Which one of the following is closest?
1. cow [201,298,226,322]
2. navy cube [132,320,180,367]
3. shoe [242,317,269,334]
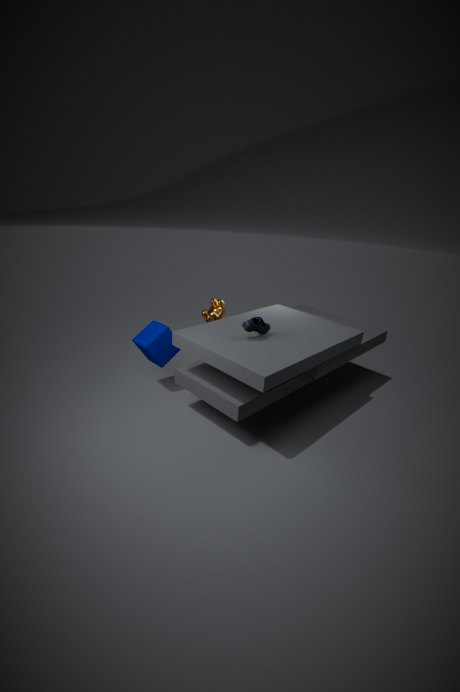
shoe [242,317,269,334]
